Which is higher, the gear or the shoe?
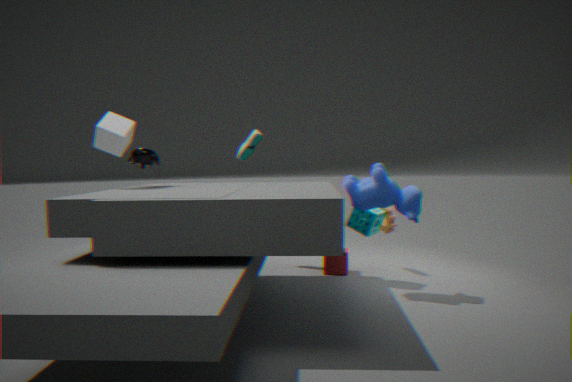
the shoe
